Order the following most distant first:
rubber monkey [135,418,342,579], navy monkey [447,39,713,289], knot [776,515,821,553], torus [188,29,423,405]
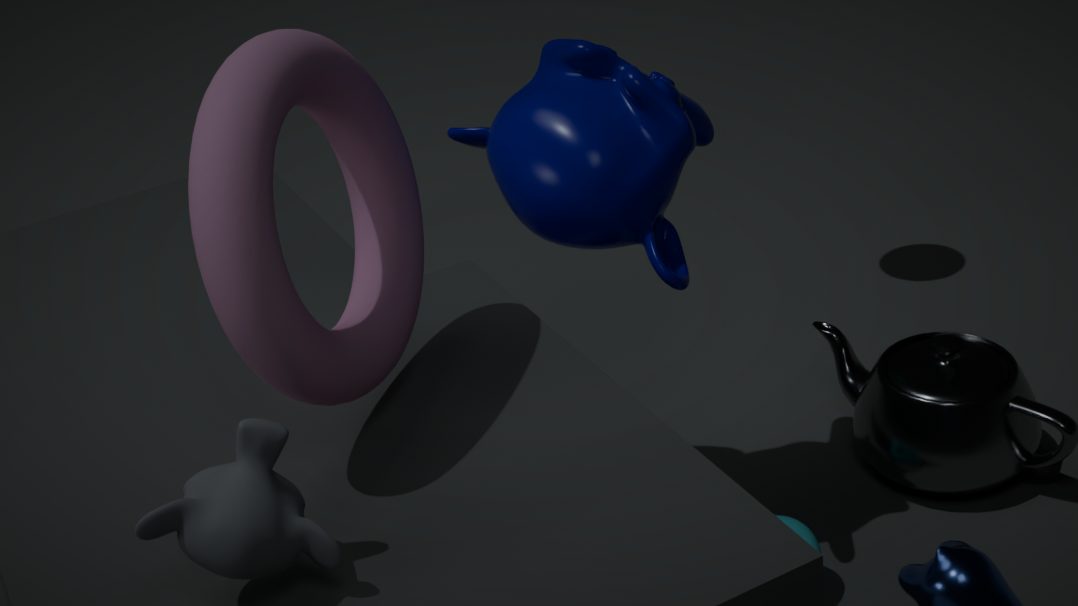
knot [776,515,821,553]
navy monkey [447,39,713,289]
torus [188,29,423,405]
rubber monkey [135,418,342,579]
